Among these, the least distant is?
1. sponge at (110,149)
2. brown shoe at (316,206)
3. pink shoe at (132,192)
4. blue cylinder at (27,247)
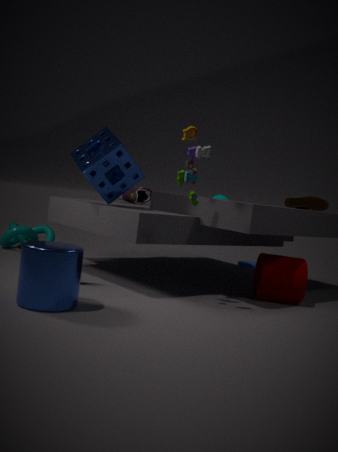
blue cylinder at (27,247)
